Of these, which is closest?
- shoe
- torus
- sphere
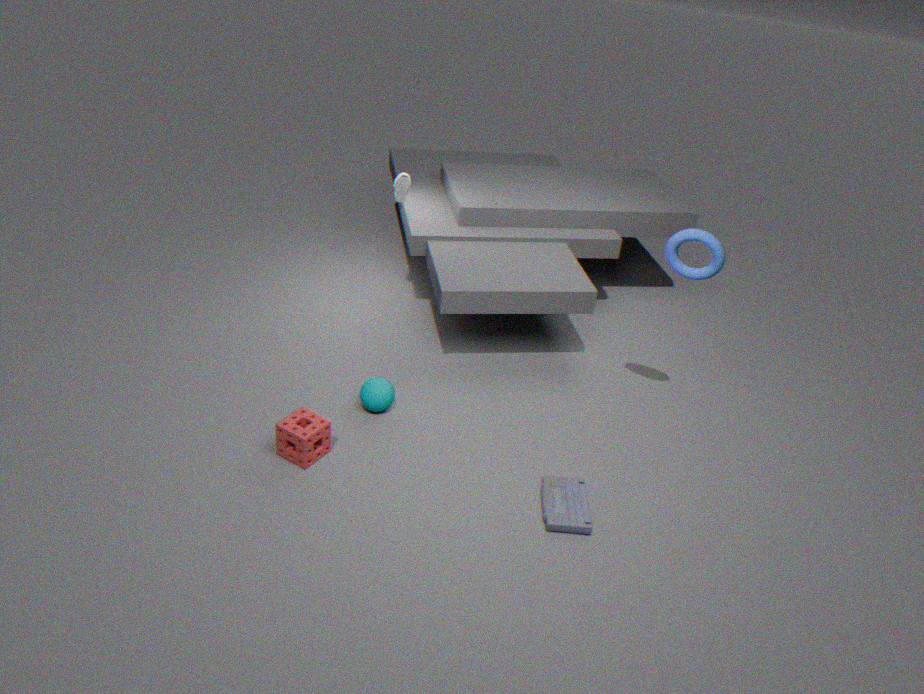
torus
